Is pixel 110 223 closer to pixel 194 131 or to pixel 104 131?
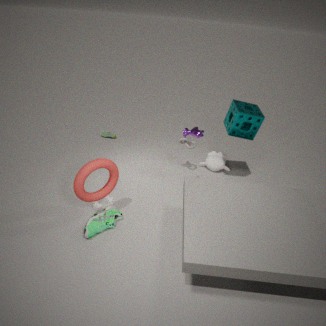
pixel 194 131
